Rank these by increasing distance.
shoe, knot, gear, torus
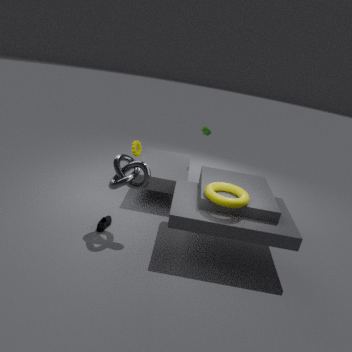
torus → knot → shoe → gear
